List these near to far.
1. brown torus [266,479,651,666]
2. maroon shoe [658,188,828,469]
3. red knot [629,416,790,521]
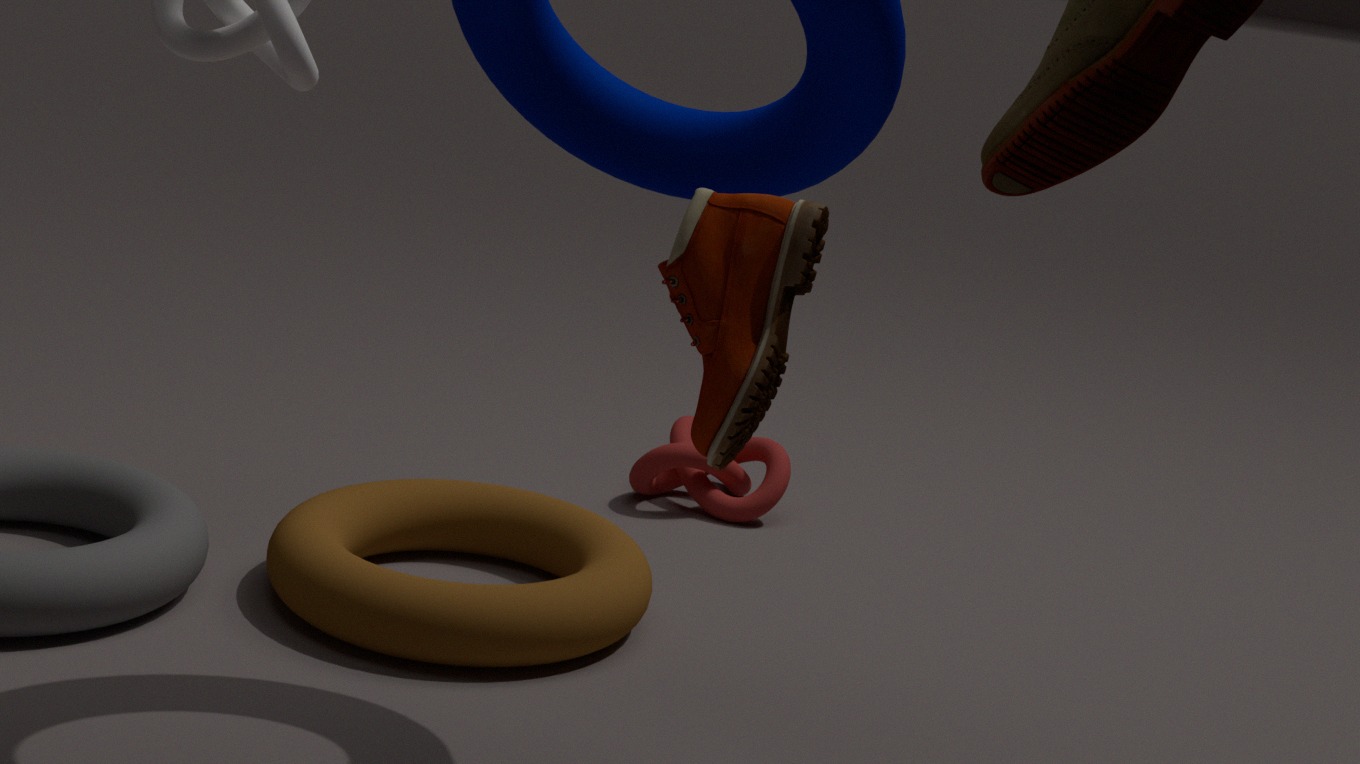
maroon shoe [658,188,828,469], brown torus [266,479,651,666], red knot [629,416,790,521]
